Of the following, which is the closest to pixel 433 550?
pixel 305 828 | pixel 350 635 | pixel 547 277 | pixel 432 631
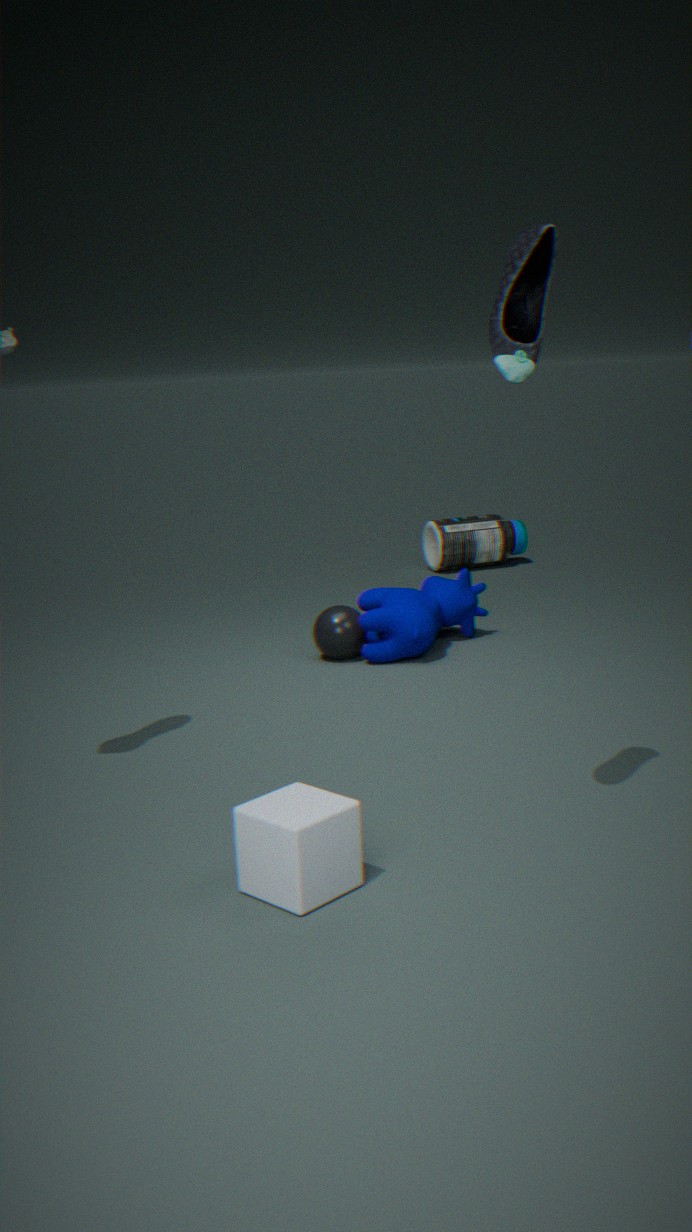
pixel 432 631
